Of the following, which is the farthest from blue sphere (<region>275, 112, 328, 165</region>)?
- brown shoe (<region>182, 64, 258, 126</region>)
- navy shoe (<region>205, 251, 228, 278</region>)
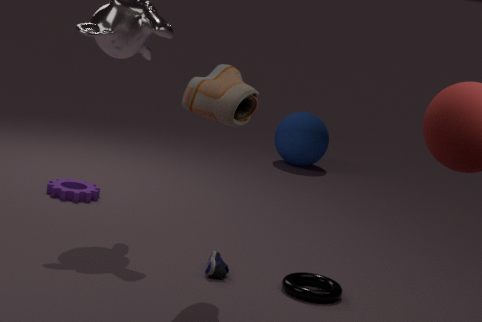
brown shoe (<region>182, 64, 258, 126</region>)
